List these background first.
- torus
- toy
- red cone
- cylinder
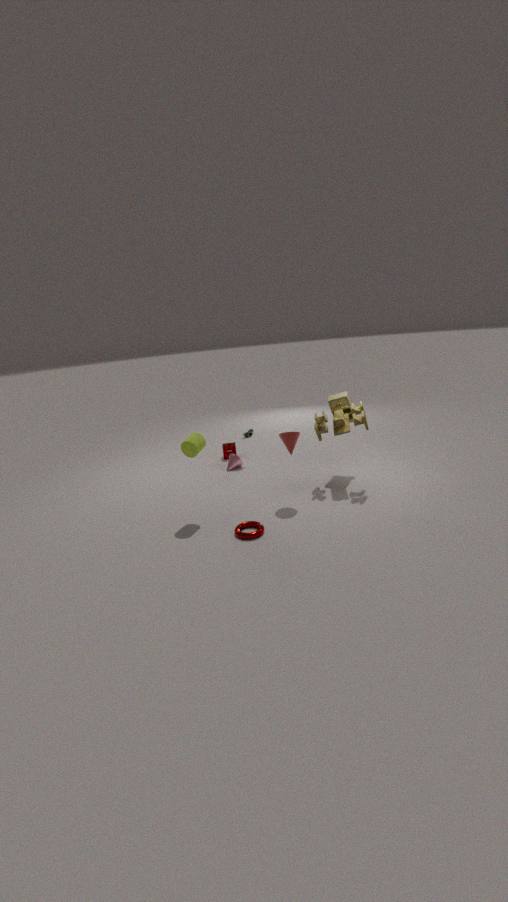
toy → red cone → cylinder → torus
